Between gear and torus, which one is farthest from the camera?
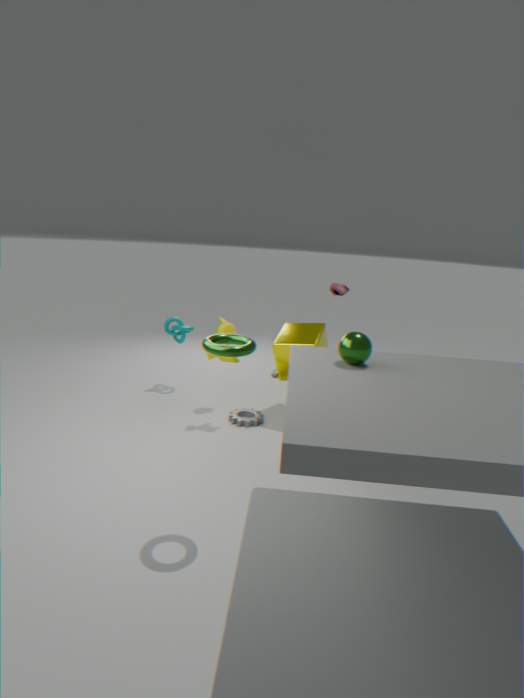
gear
